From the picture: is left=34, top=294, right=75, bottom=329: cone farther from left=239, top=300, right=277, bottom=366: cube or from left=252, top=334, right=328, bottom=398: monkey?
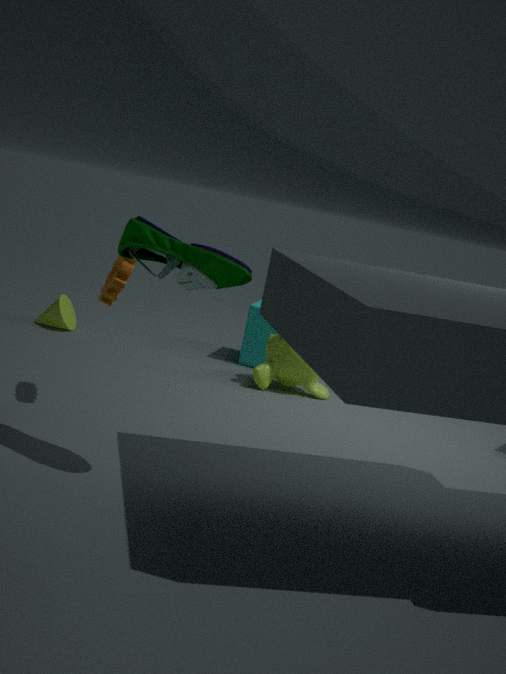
left=252, top=334, right=328, bottom=398: monkey
